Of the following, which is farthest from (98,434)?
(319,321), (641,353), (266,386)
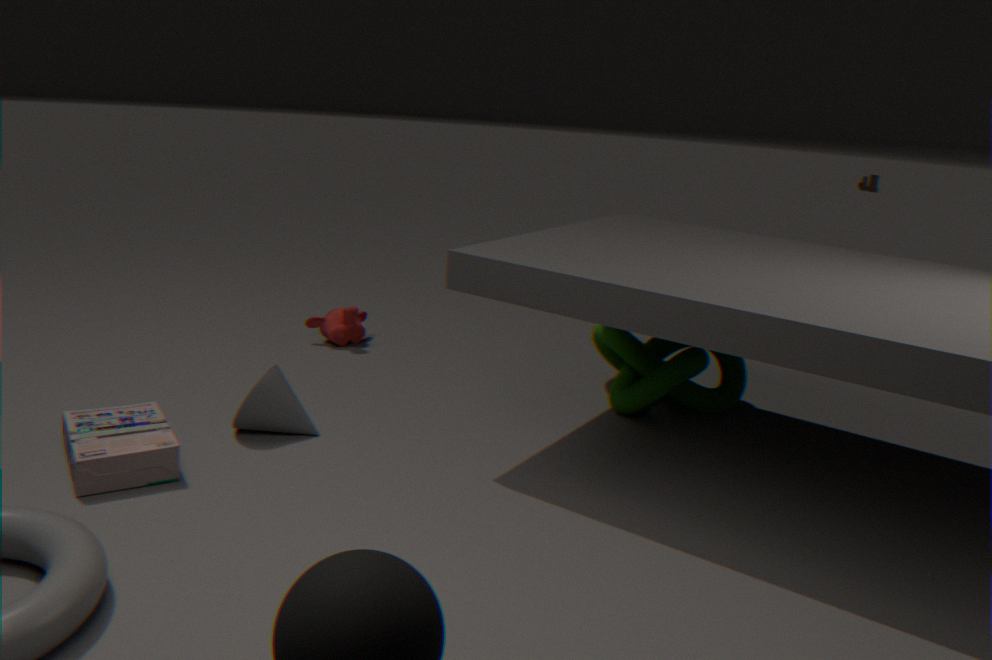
(641,353)
